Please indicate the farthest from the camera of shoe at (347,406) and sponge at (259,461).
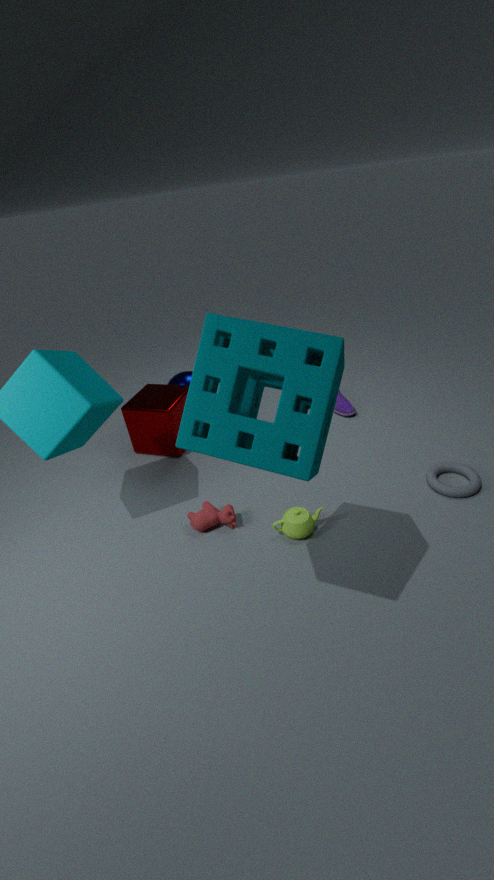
shoe at (347,406)
